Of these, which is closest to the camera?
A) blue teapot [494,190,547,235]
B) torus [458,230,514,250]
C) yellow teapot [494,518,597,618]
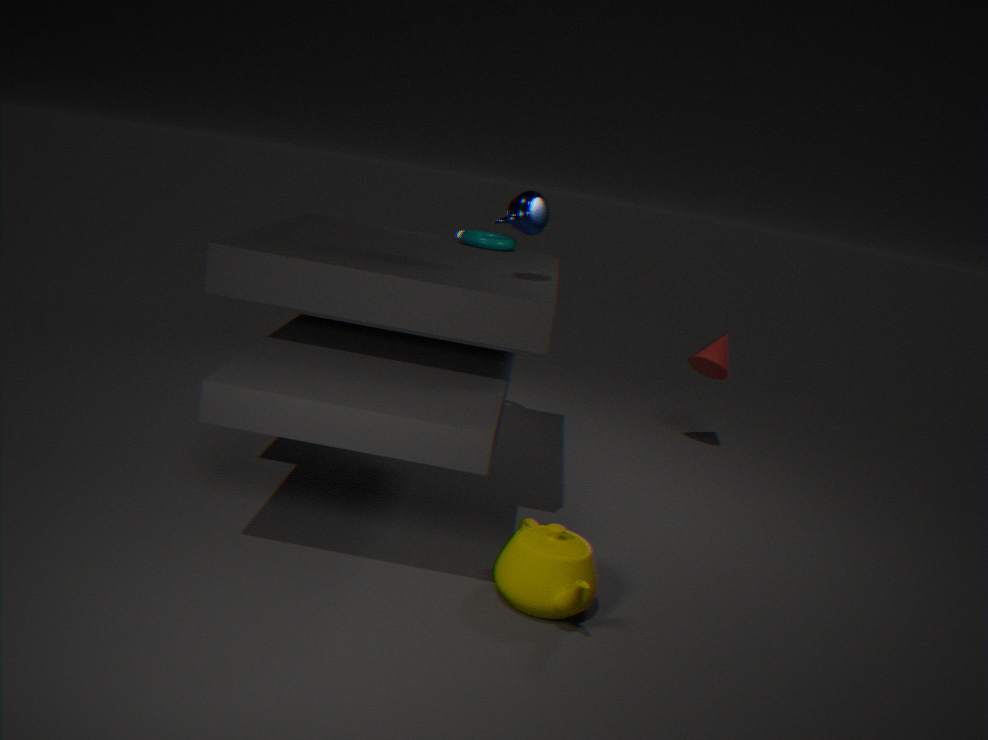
yellow teapot [494,518,597,618]
